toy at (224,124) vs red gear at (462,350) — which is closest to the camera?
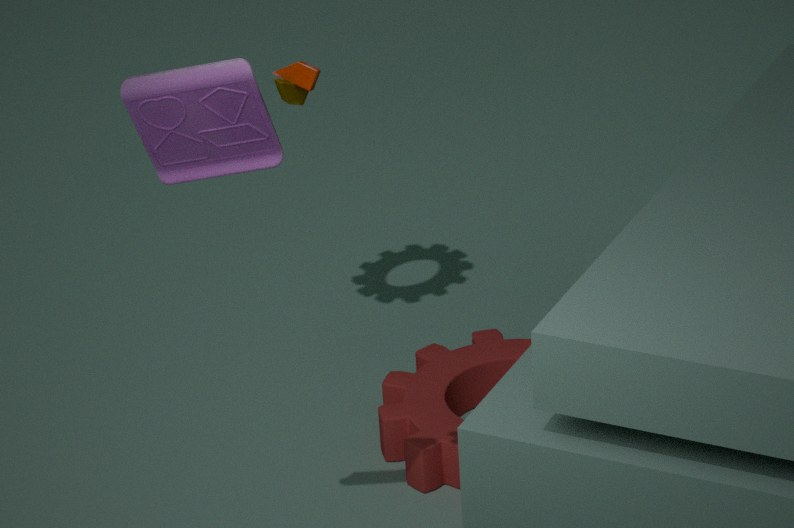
toy at (224,124)
